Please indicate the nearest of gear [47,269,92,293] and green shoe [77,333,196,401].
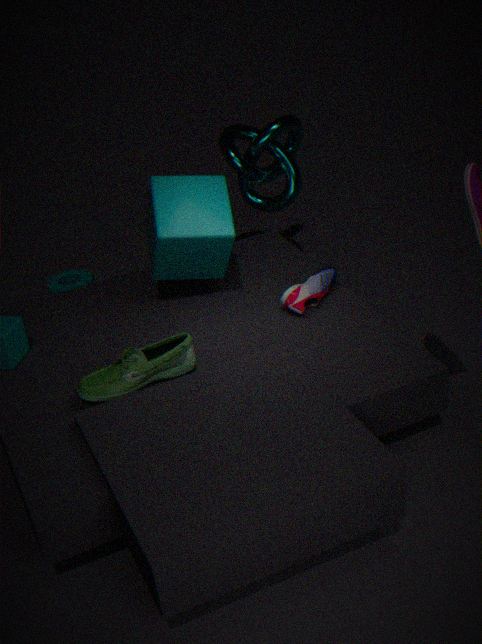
green shoe [77,333,196,401]
